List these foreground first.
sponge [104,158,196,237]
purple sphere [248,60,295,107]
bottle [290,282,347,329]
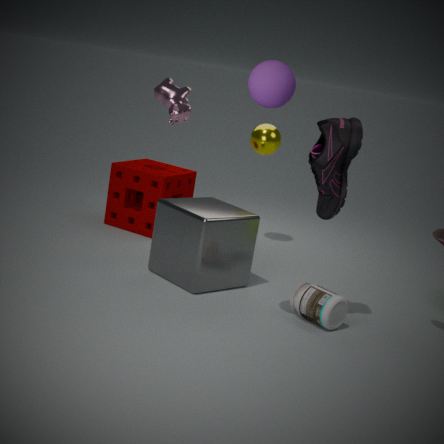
purple sphere [248,60,295,107] → bottle [290,282,347,329] → sponge [104,158,196,237]
